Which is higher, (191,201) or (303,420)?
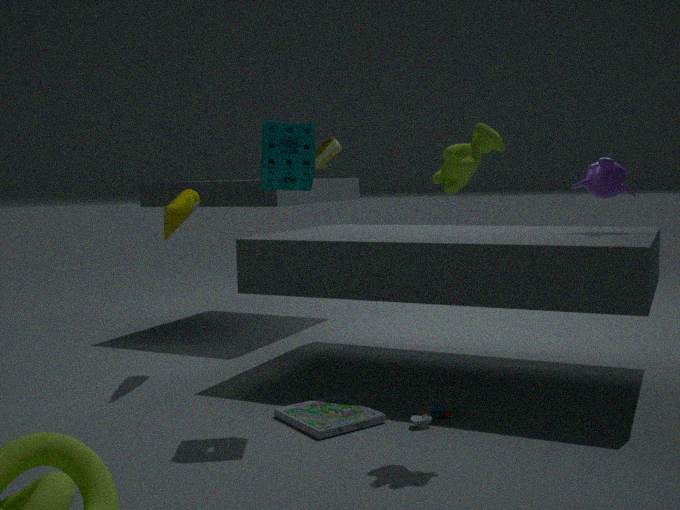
(191,201)
